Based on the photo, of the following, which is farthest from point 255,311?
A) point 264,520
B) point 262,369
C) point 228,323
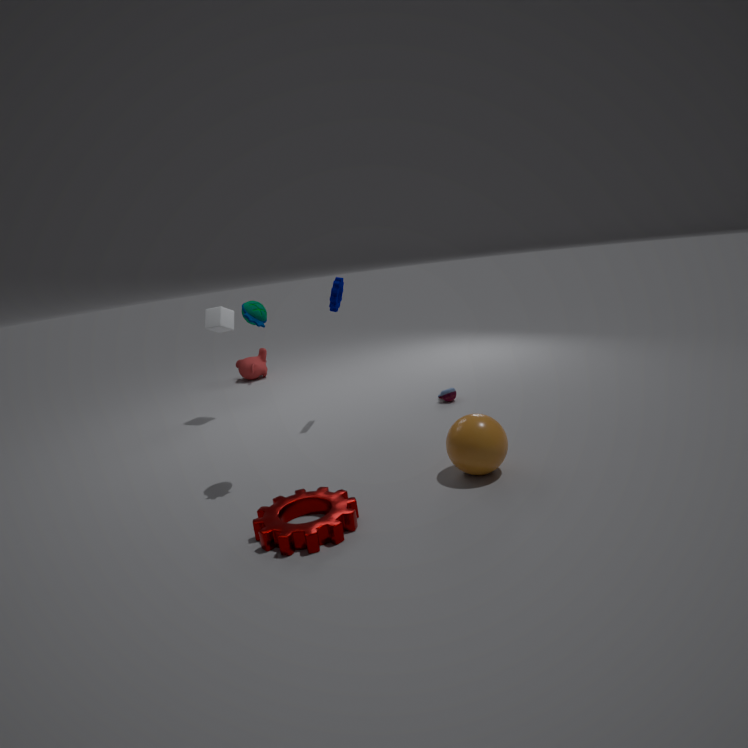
point 262,369
